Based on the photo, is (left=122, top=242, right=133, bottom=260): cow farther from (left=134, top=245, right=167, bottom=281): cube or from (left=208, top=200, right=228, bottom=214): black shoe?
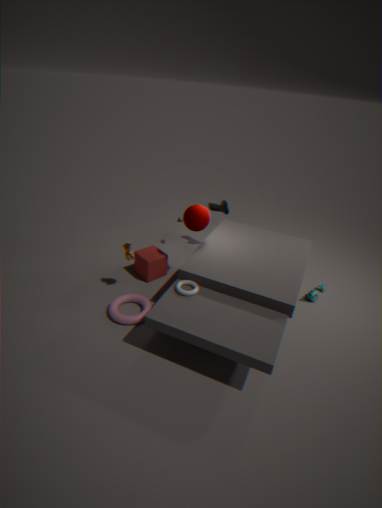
(left=208, top=200, right=228, bottom=214): black shoe
